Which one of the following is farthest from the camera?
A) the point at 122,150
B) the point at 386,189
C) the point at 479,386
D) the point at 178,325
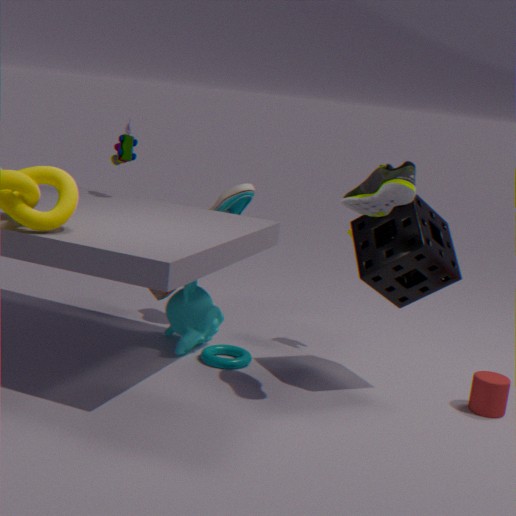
the point at 122,150
